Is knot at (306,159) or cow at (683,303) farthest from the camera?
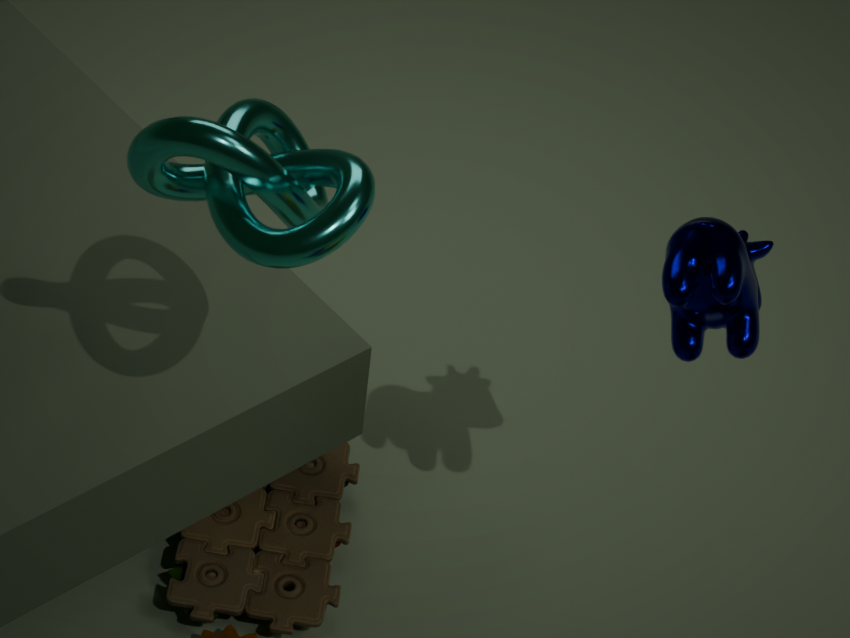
cow at (683,303)
